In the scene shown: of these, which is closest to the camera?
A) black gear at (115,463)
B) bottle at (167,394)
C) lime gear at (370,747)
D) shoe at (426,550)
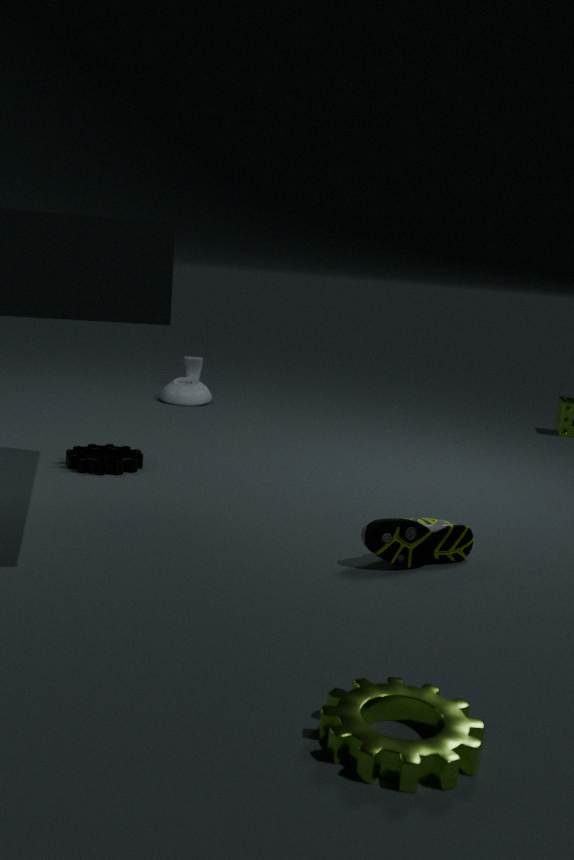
lime gear at (370,747)
